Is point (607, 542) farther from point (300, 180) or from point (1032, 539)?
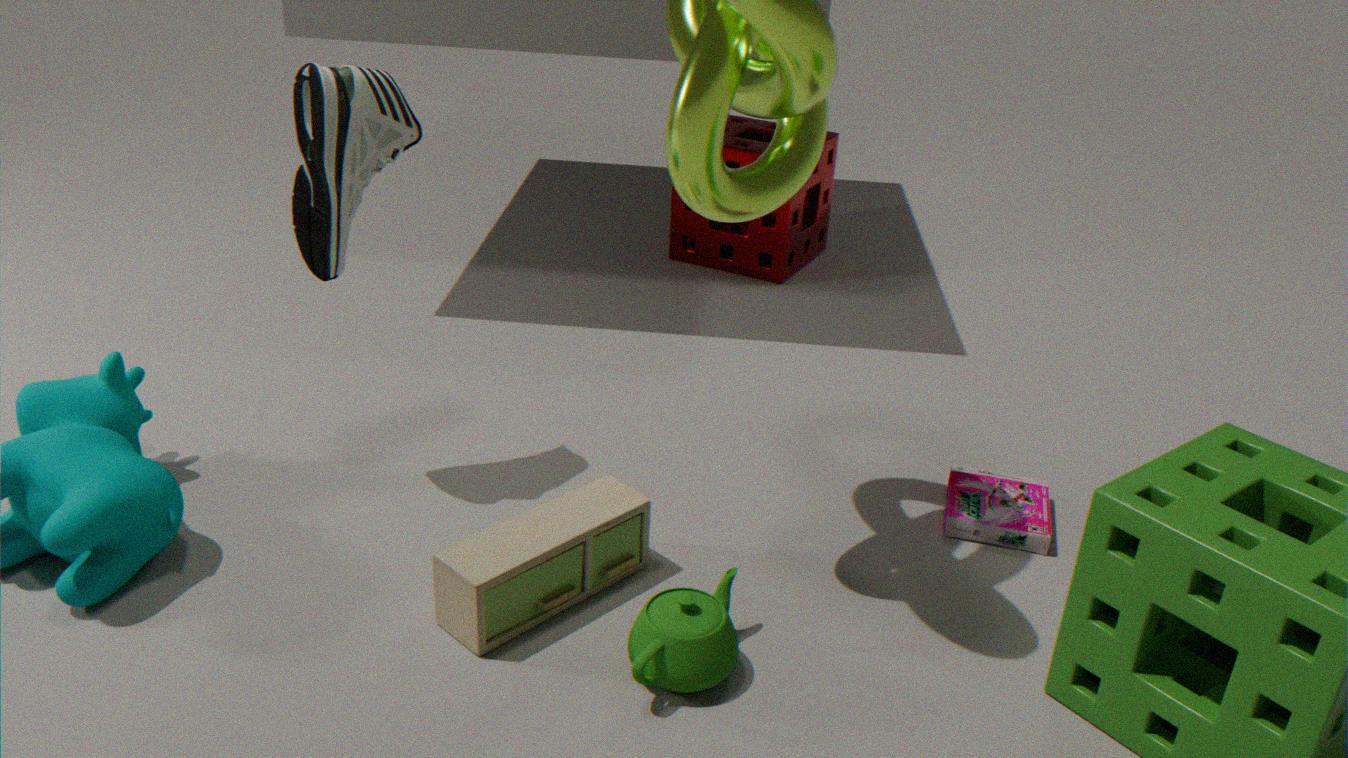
point (1032, 539)
